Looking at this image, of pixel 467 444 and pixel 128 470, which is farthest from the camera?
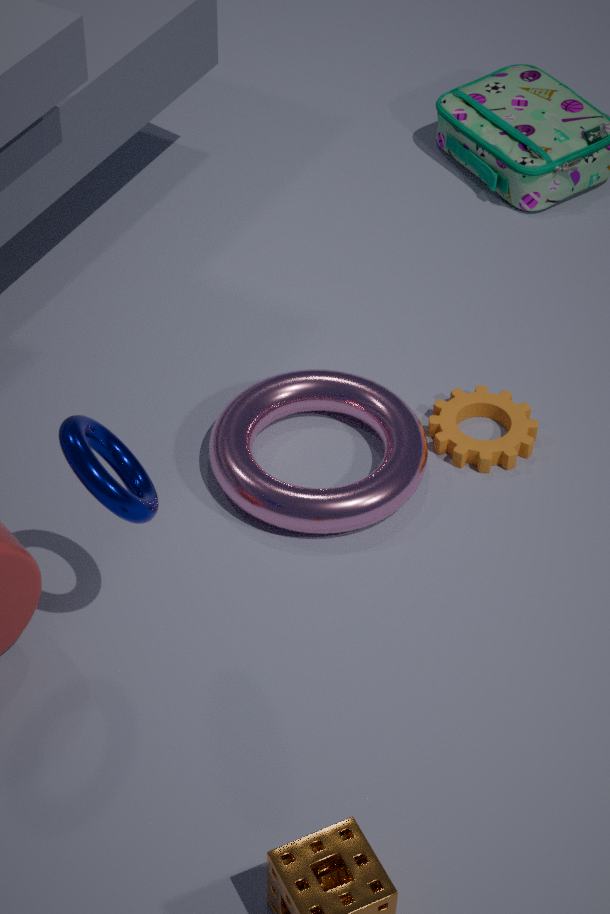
pixel 467 444
